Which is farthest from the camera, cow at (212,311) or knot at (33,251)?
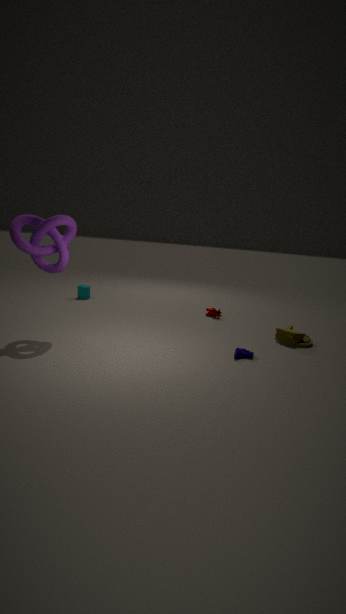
cow at (212,311)
